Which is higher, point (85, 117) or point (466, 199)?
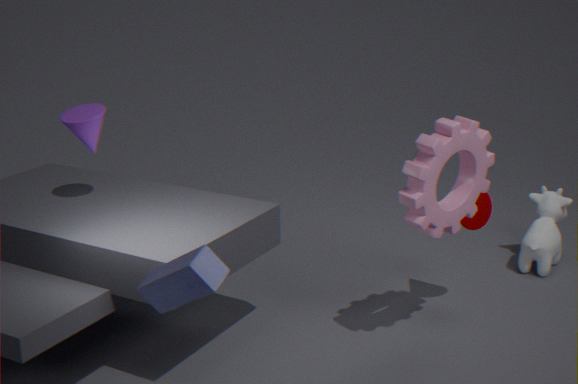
point (85, 117)
